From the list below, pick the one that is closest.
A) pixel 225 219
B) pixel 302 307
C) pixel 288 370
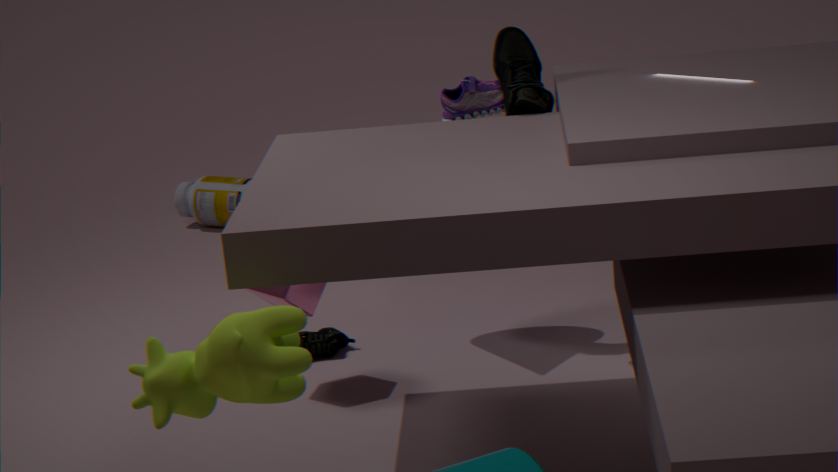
C. pixel 288 370
